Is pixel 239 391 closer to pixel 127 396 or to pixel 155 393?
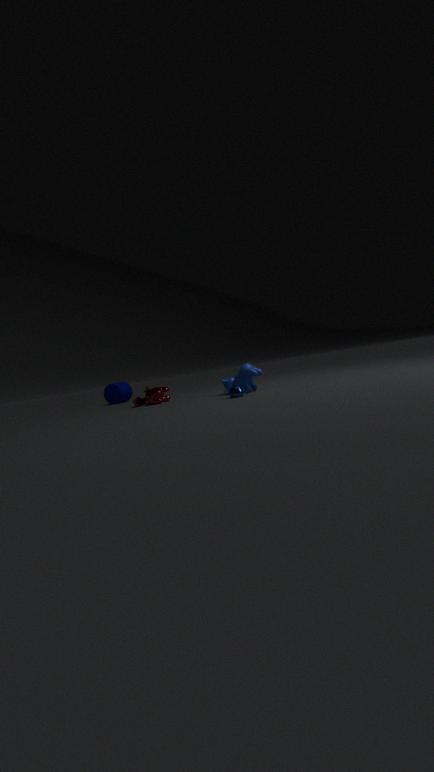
pixel 155 393
